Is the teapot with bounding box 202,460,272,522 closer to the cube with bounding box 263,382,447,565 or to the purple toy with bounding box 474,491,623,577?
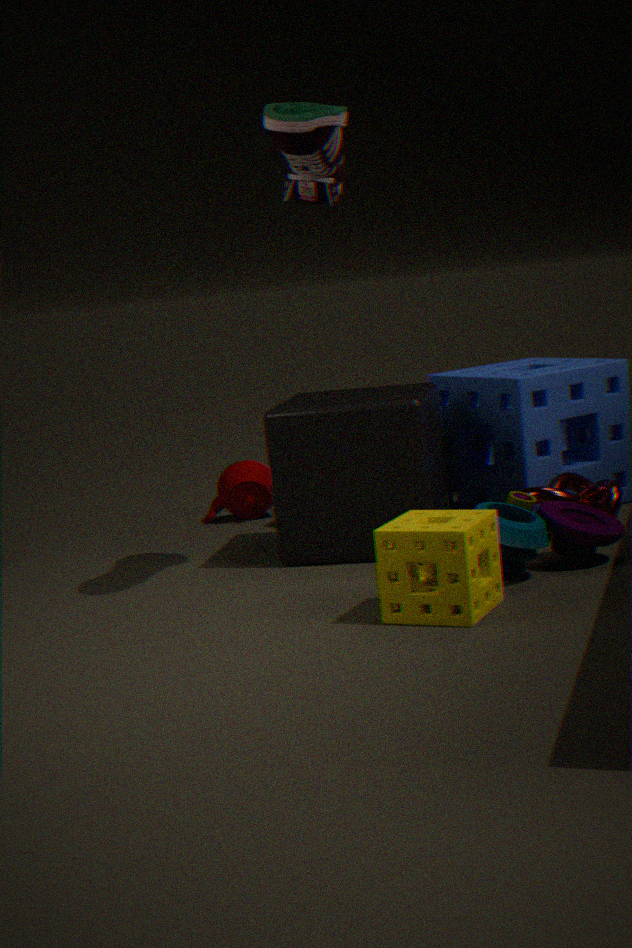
the cube with bounding box 263,382,447,565
